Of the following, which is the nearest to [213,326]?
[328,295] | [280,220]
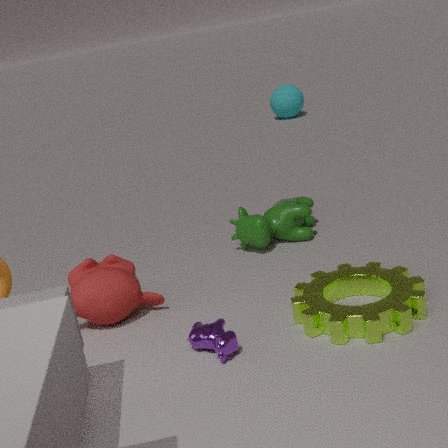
[328,295]
